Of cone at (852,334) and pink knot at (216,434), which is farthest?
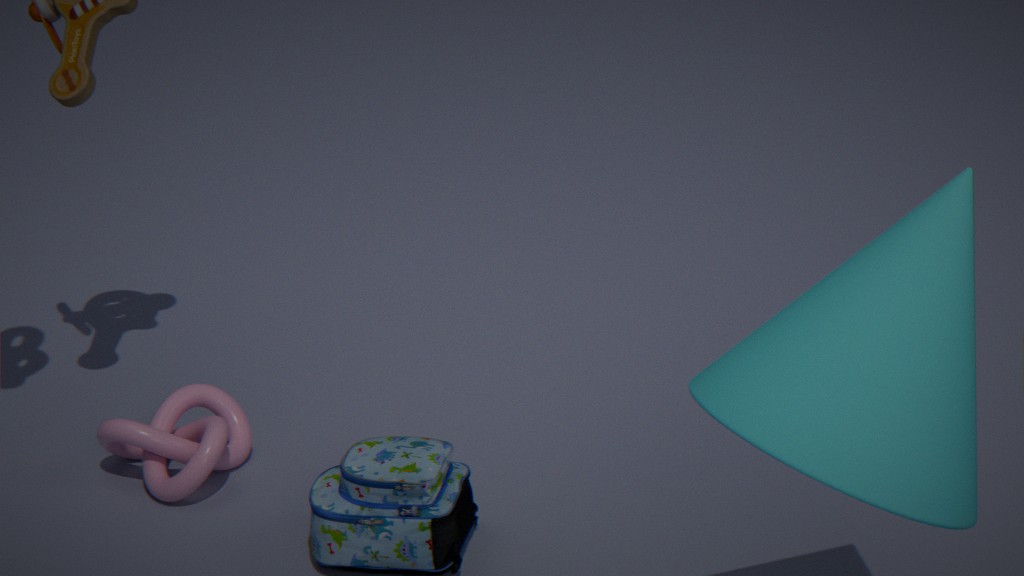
pink knot at (216,434)
